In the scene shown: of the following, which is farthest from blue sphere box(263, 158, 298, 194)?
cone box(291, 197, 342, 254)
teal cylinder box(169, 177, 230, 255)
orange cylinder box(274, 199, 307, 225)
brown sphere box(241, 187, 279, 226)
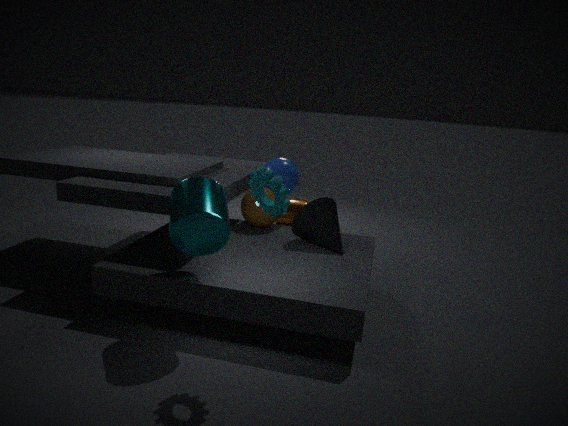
teal cylinder box(169, 177, 230, 255)
